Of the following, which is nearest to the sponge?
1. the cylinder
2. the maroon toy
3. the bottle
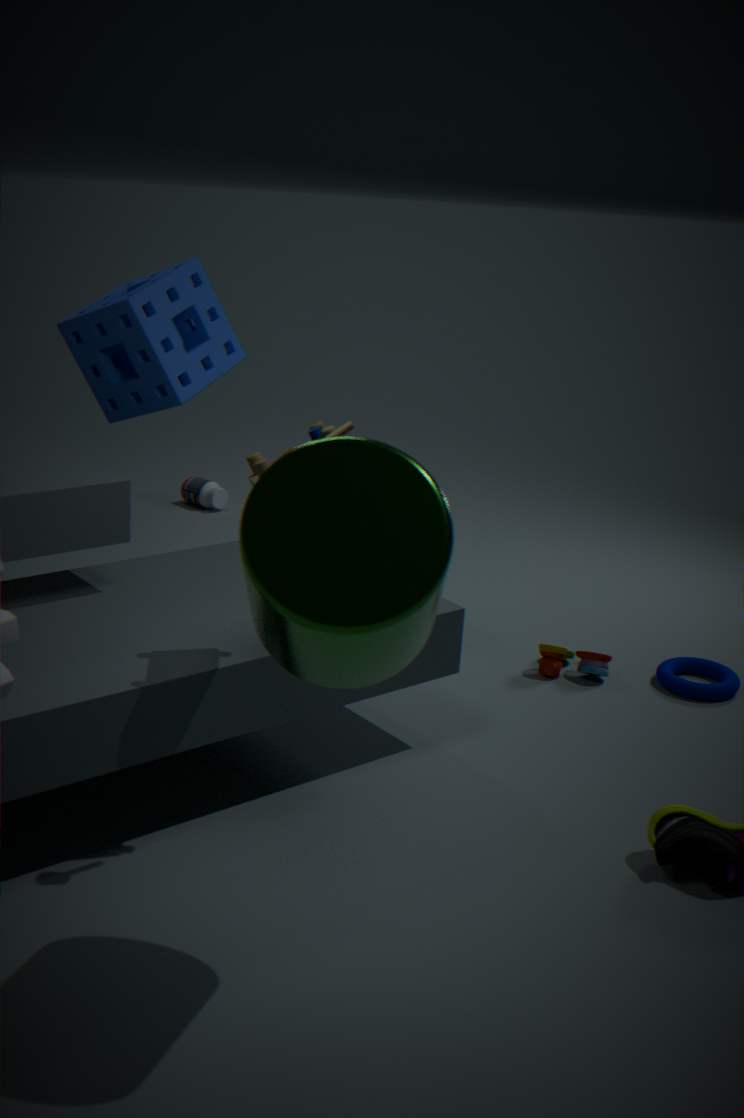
the bottle
